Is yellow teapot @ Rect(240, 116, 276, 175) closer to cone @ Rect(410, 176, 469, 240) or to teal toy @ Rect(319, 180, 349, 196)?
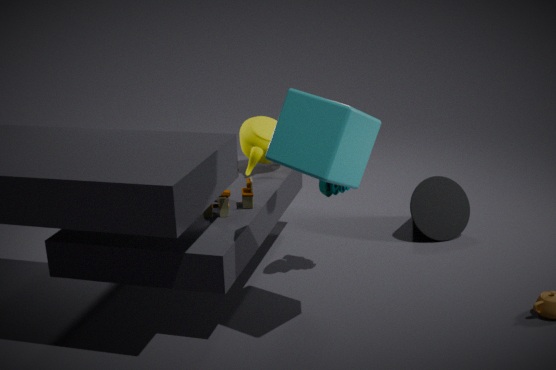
teal toy @ Rect(319, 180, 349, 196)
